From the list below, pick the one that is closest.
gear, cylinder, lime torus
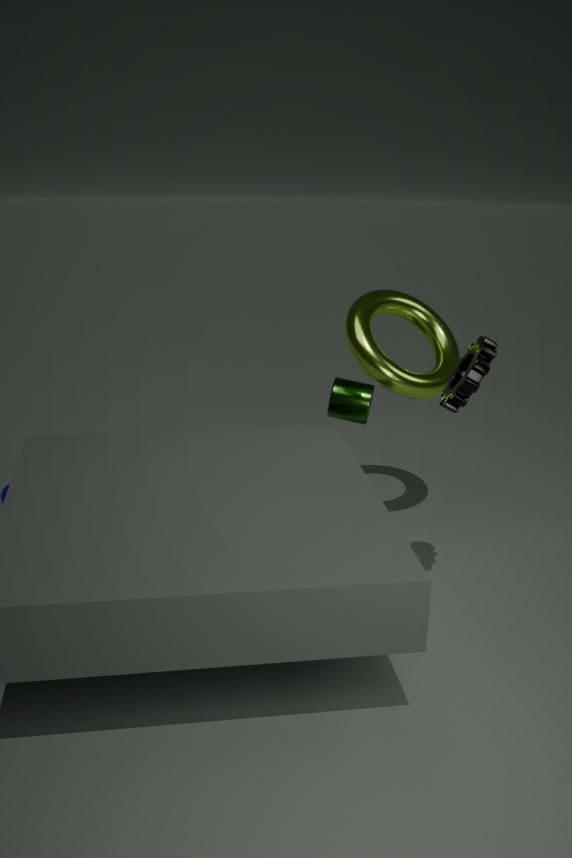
gear
